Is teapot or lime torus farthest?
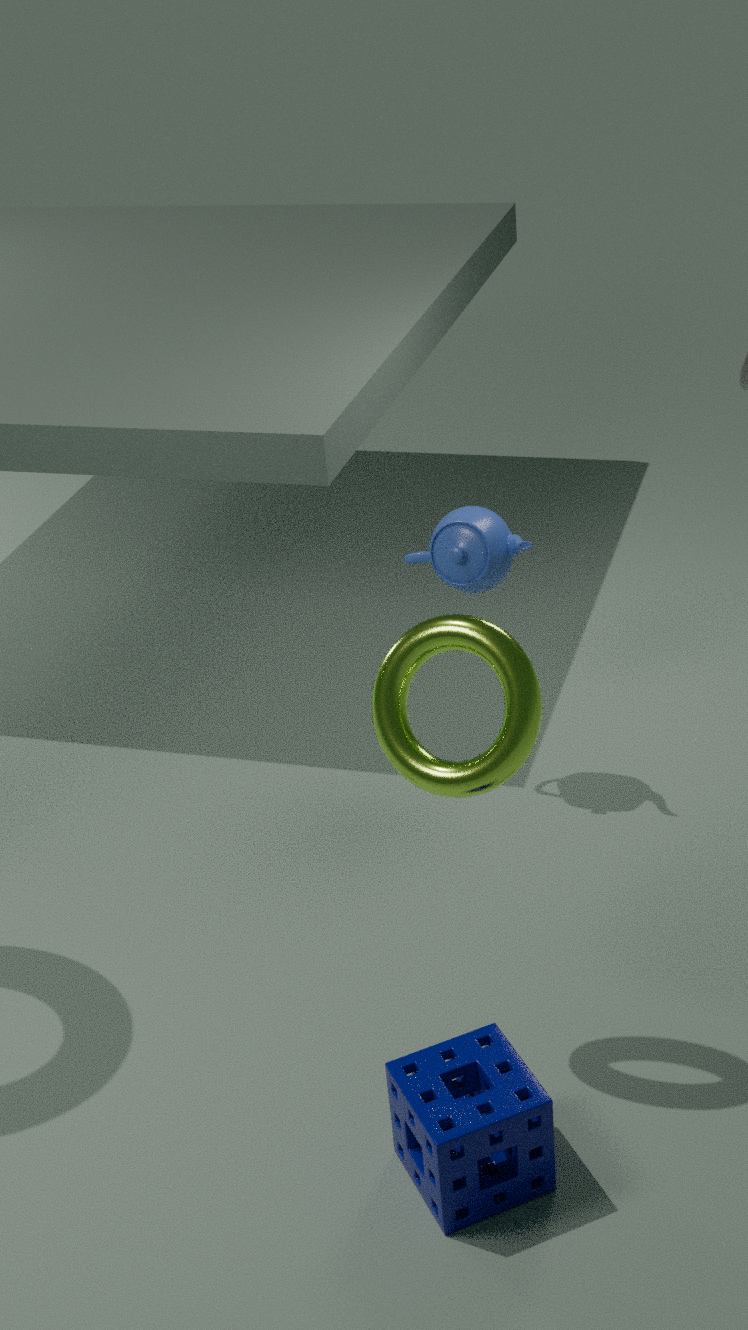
teapot
